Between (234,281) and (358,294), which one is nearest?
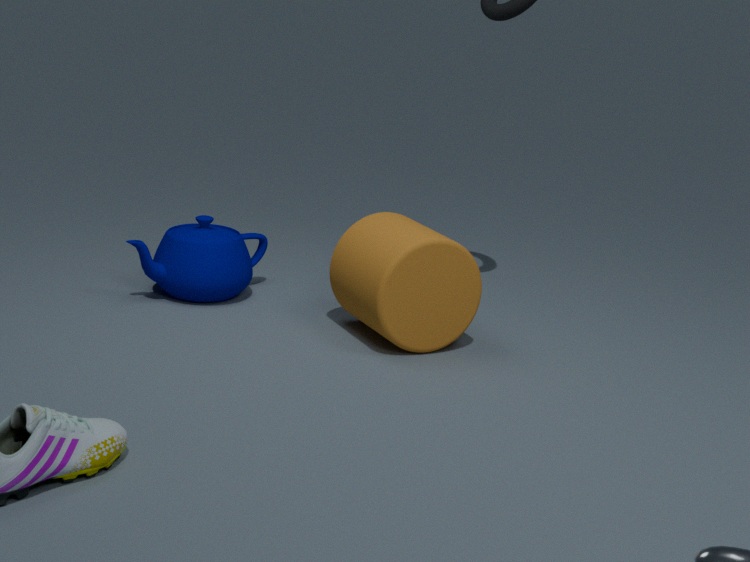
(358,294)
